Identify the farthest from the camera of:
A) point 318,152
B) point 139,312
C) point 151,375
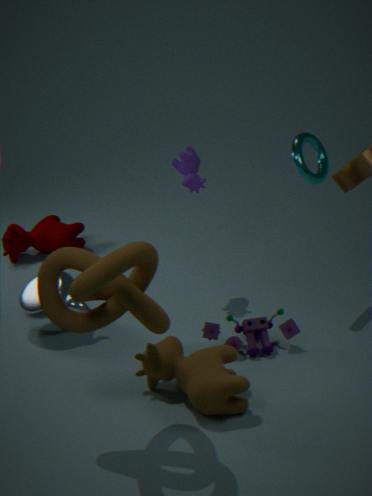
point 318,152
